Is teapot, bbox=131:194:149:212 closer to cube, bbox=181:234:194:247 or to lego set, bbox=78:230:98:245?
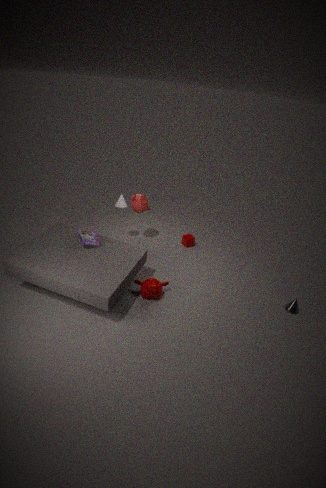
cube, bbox=181:234:194:247
